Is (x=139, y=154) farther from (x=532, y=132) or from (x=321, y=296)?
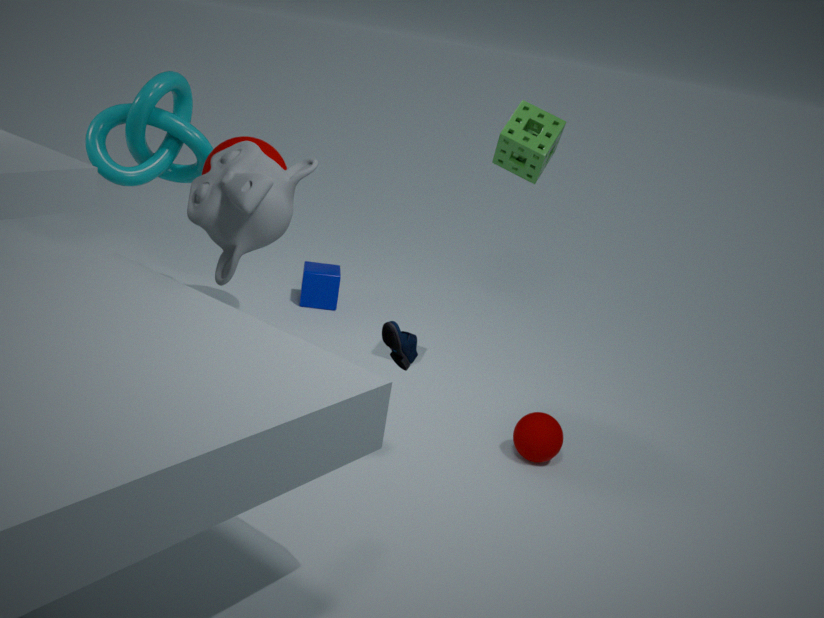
(x=532, y=132)
